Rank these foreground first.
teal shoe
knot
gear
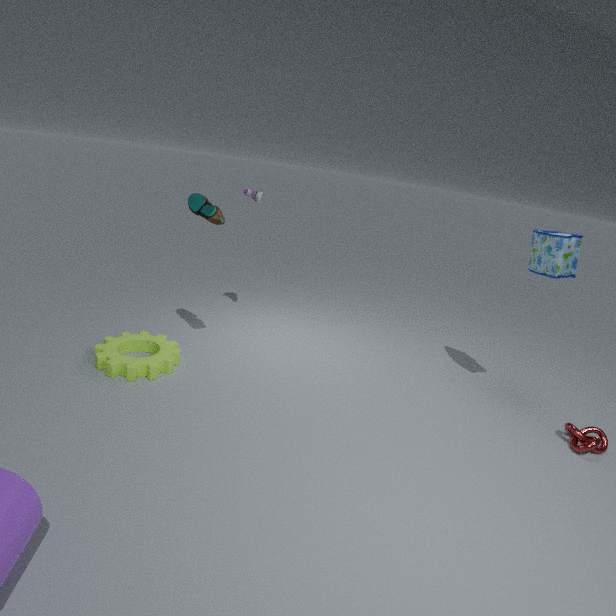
knot < gear < teal shoe
